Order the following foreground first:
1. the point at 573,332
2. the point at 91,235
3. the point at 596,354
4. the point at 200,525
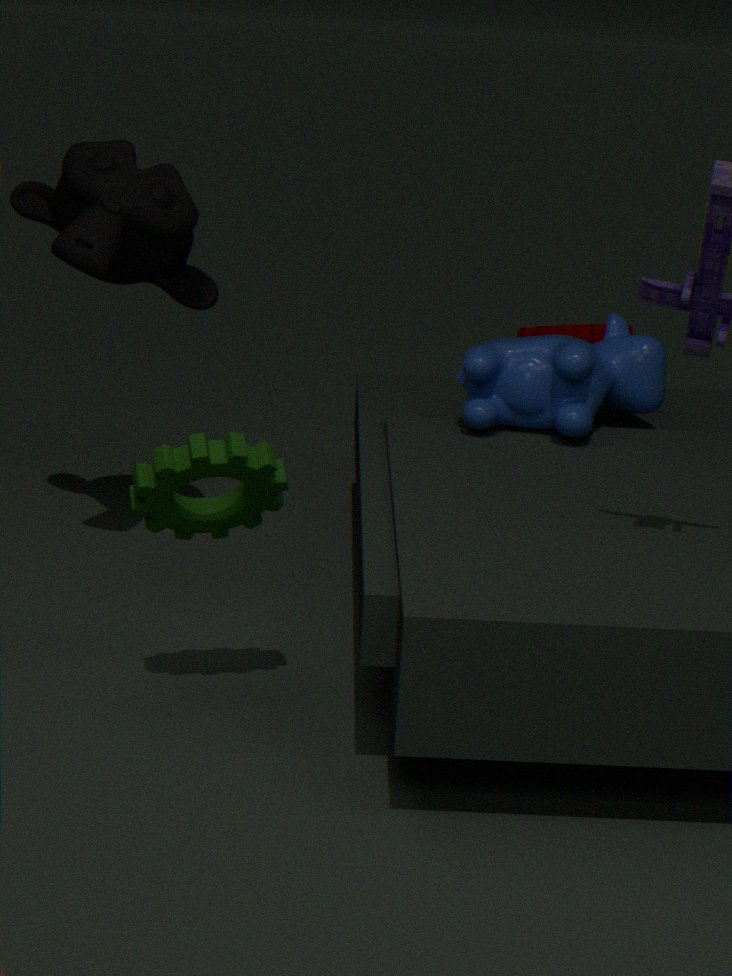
the point at 200,525, the point at 91,235, the point at 596,354, the point at 573,332
